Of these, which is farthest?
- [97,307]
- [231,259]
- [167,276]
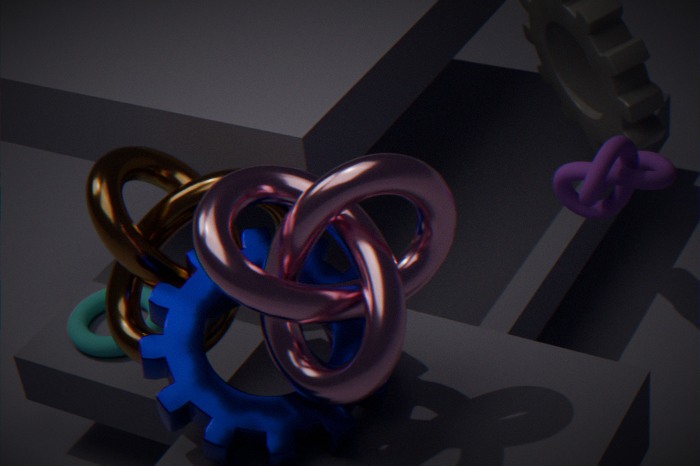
[97,307]
